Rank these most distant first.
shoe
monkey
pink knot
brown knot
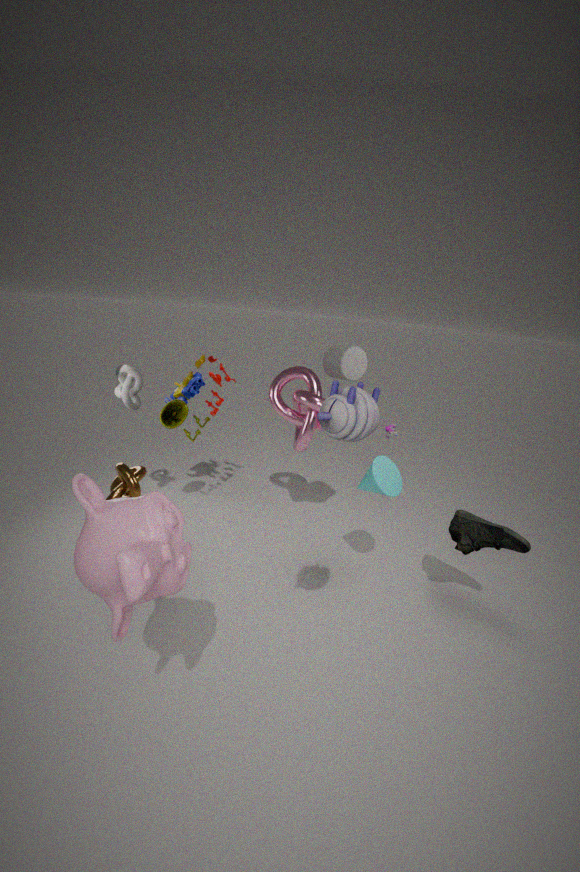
pink knot → shoe → brown knot → monkey
